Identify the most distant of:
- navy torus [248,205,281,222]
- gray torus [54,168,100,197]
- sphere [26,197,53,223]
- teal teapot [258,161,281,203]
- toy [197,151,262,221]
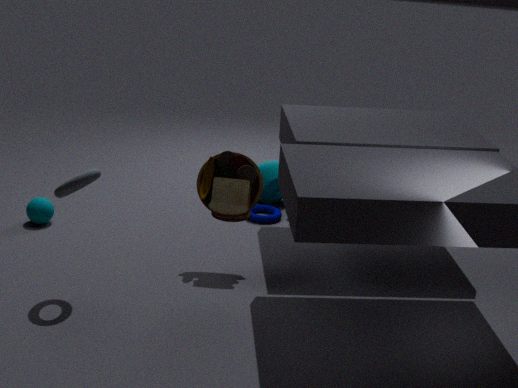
teal teapot [258,161,281,203]
